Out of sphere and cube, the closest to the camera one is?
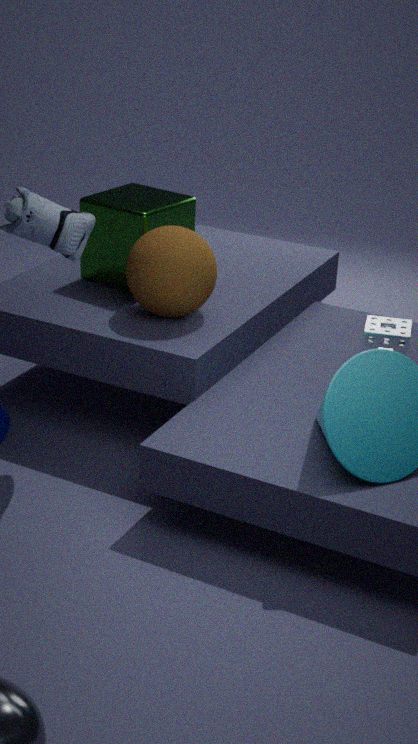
sphere
